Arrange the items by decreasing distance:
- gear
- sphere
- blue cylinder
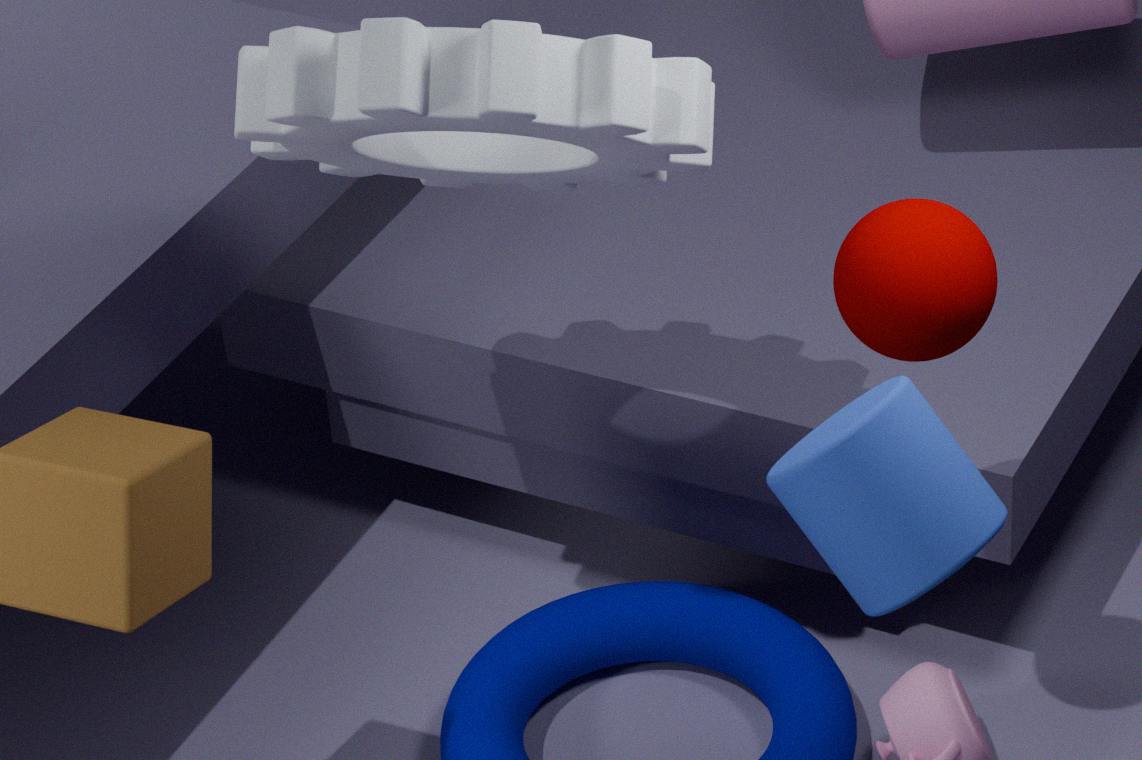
sphere → gear → blue cylinder
